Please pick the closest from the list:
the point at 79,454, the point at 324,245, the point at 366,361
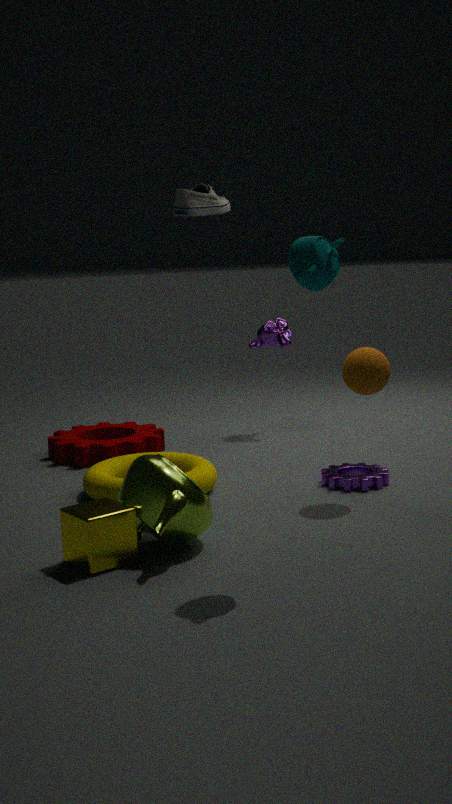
the point at 324,245
